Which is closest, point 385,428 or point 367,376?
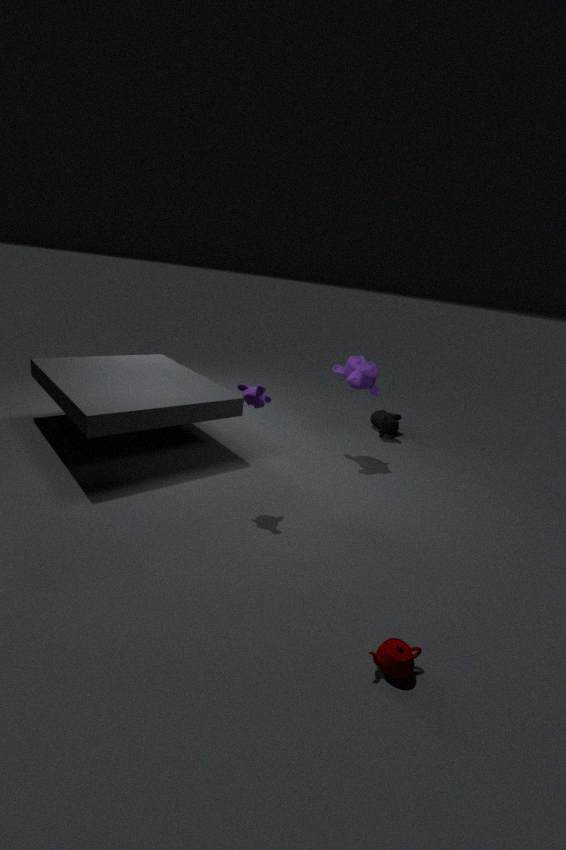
point 367,376
